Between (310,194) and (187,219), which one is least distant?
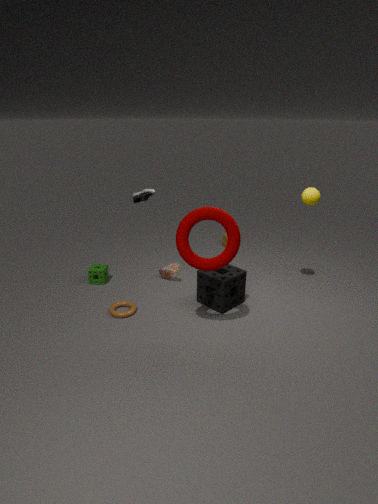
(187,219)
